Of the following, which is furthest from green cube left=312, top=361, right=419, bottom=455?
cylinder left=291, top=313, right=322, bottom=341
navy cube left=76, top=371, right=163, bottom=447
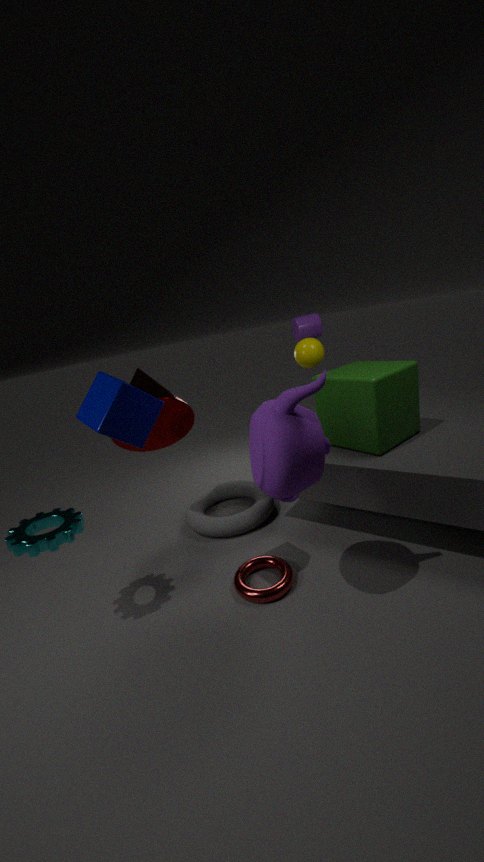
navy cube left=76, top=371, right=163, bottom=447
